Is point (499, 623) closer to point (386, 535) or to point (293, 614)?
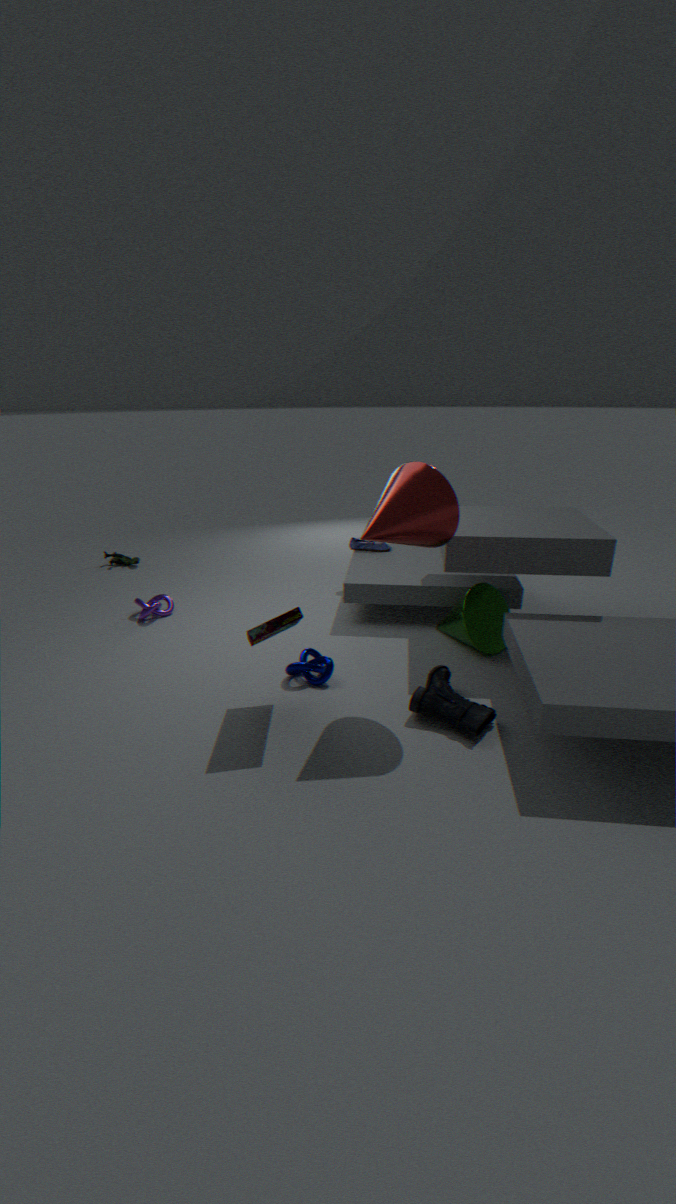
point (386, 535)
